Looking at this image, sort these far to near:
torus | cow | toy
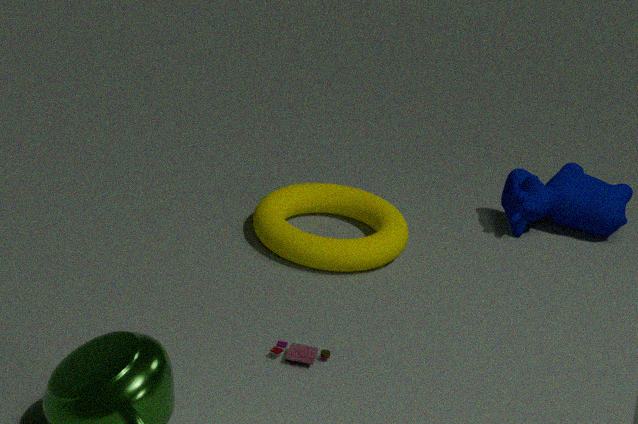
cow < torus < toy
